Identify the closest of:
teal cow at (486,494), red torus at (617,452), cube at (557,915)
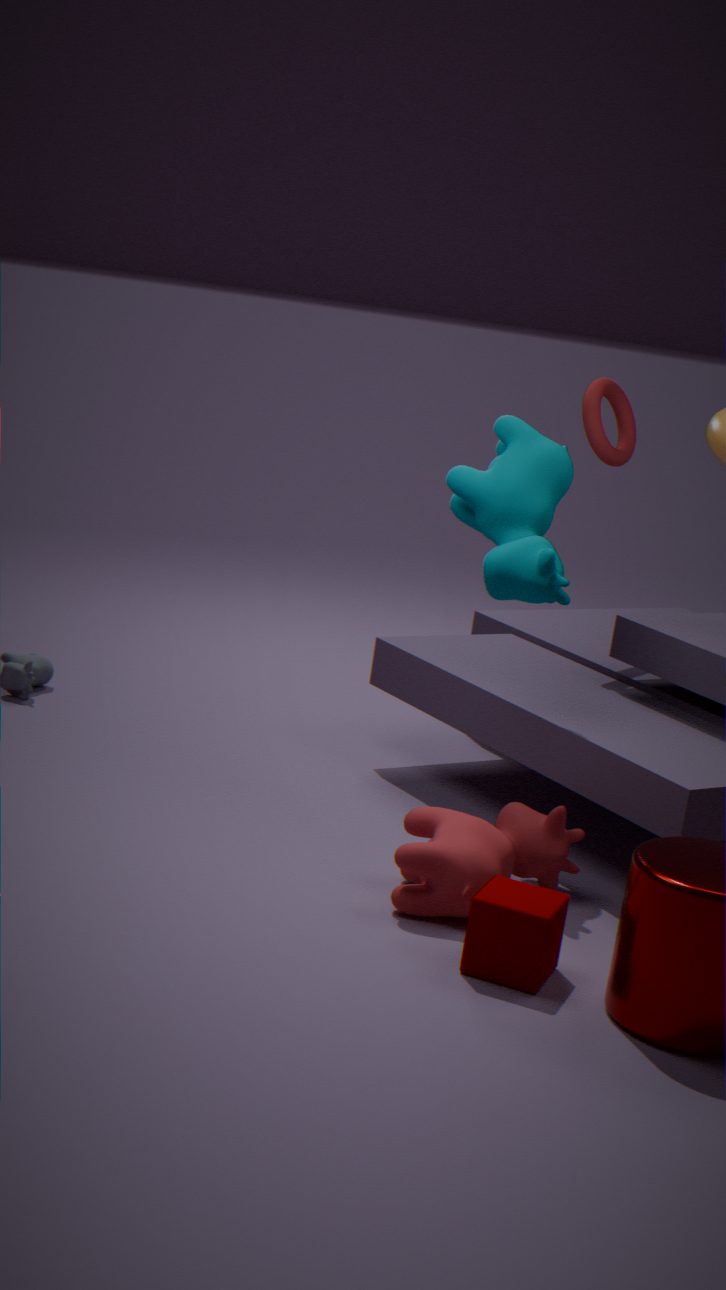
cube at (557,915)
